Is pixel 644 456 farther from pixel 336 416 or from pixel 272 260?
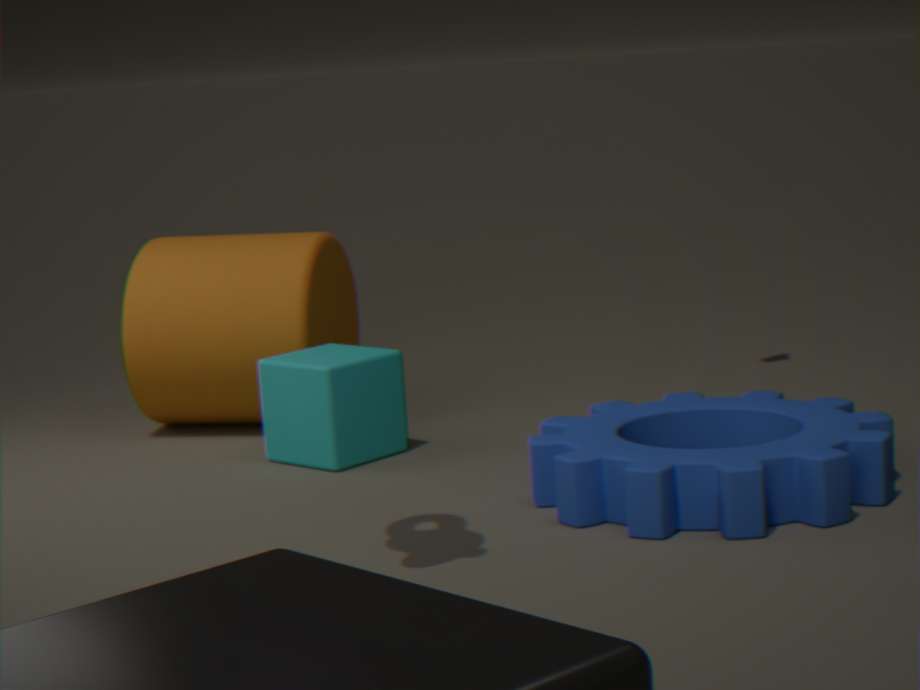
pixel 272 260
